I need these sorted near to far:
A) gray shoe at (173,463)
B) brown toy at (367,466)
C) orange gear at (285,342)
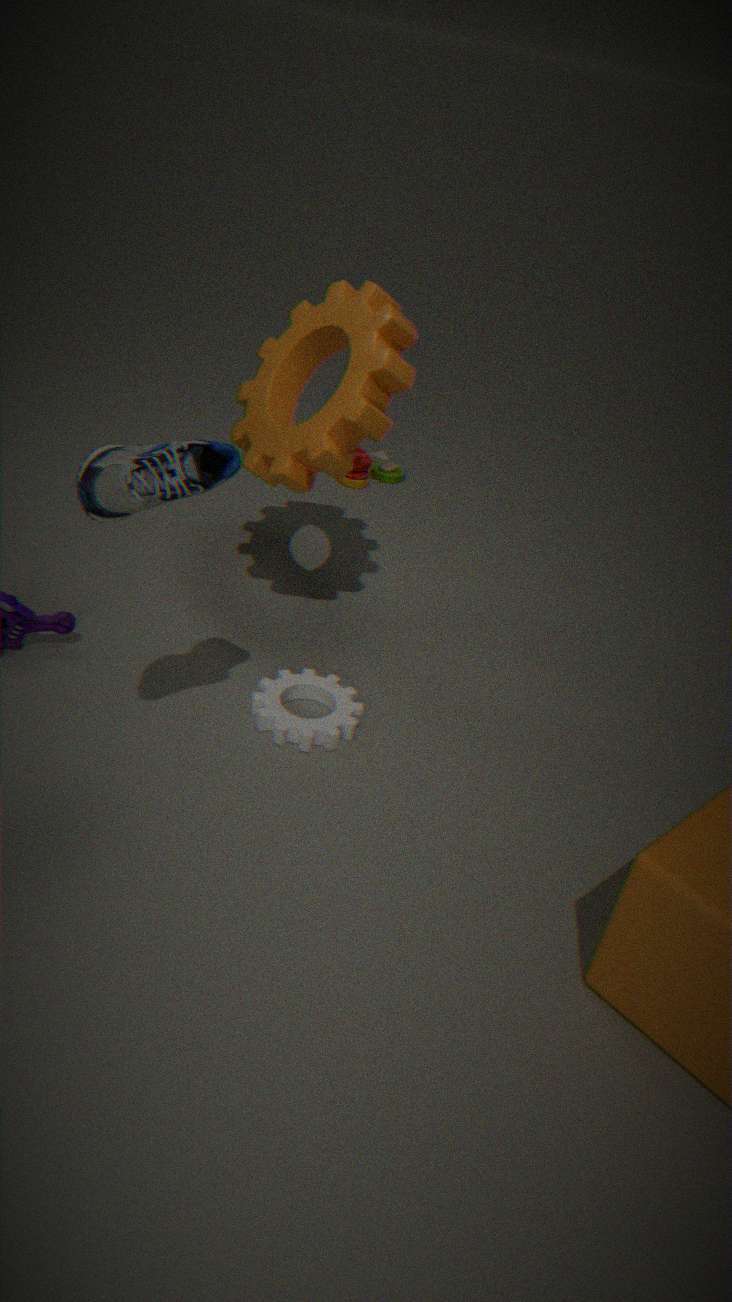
gray shoe at (173,463), orange gear at (285,342), brown toy at (367,466)
